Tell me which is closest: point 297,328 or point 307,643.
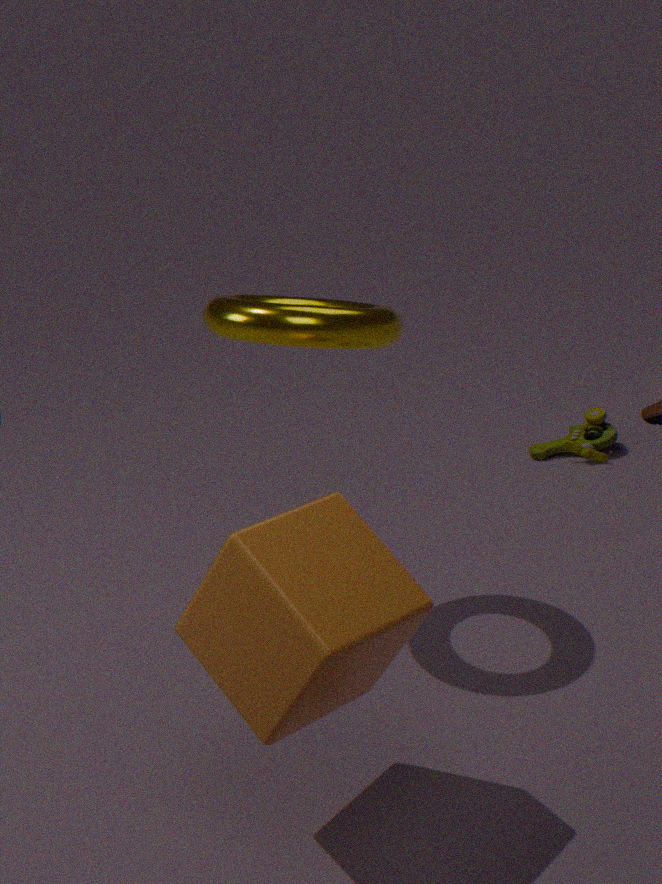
point 307,643
